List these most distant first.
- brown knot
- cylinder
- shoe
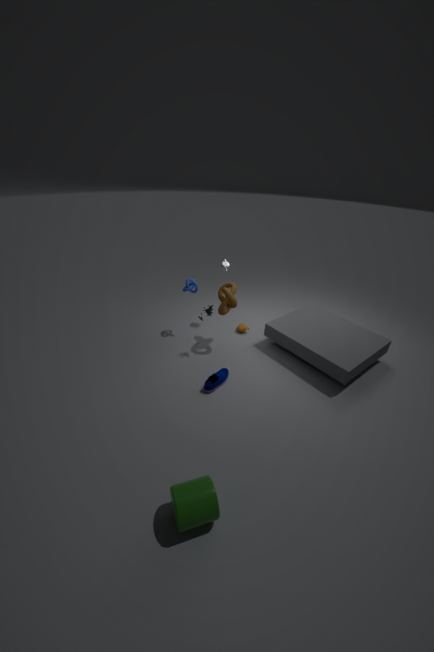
brown knot → shoe → cylinder
